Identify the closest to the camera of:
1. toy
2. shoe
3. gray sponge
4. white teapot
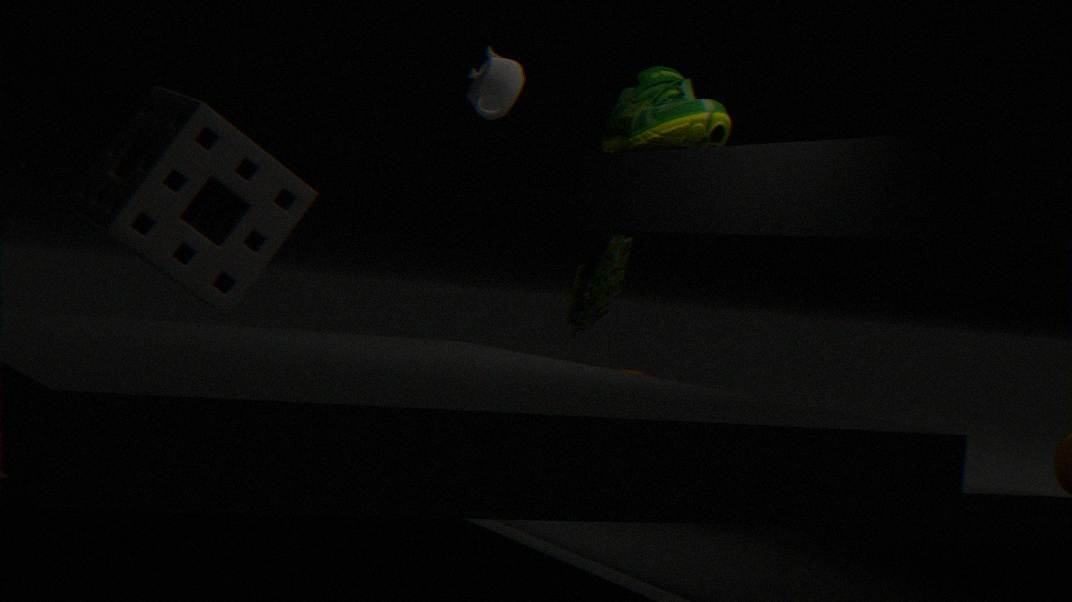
shoe
